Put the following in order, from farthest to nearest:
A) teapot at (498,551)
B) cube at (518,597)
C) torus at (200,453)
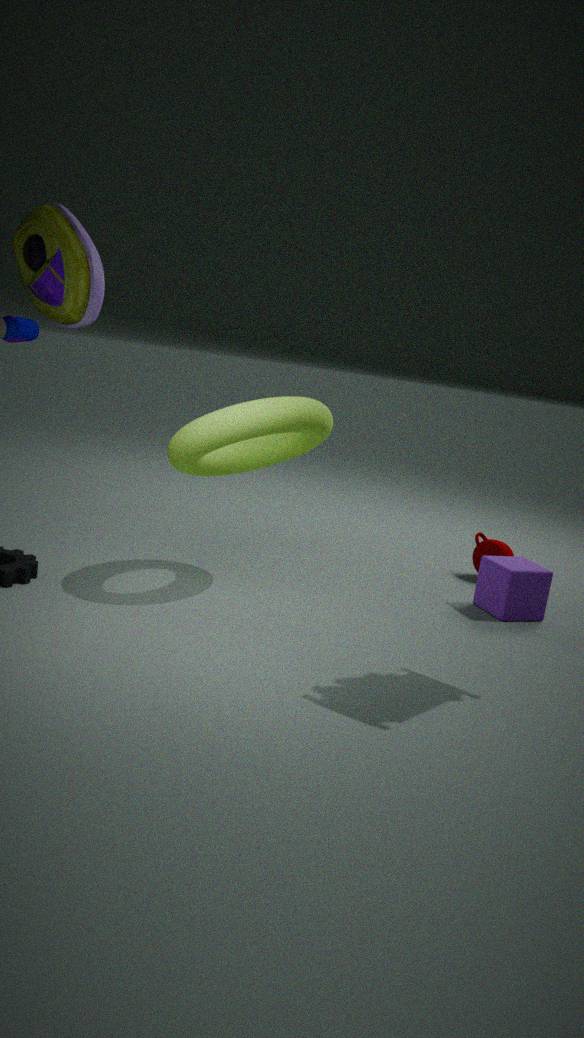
teapot at (498,551)
cube at (518,597)
torus at (200,453)
